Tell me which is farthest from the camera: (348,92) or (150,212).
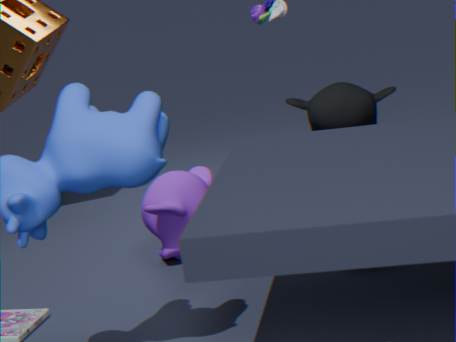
(348,92)
